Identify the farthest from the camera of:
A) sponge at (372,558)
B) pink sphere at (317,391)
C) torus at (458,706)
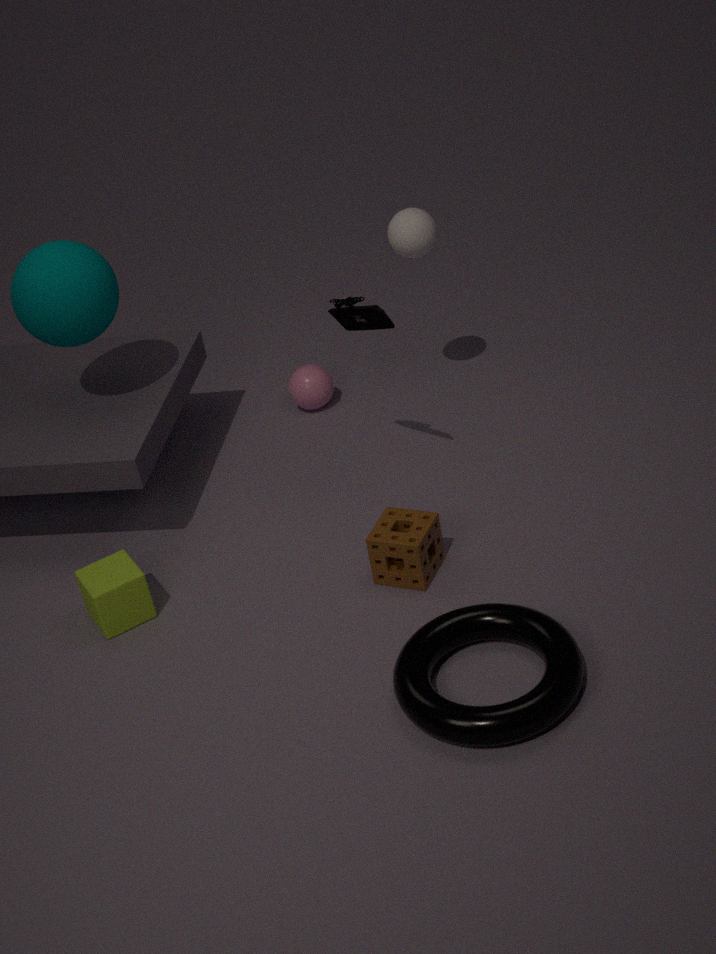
pink sphere at (317,391)
